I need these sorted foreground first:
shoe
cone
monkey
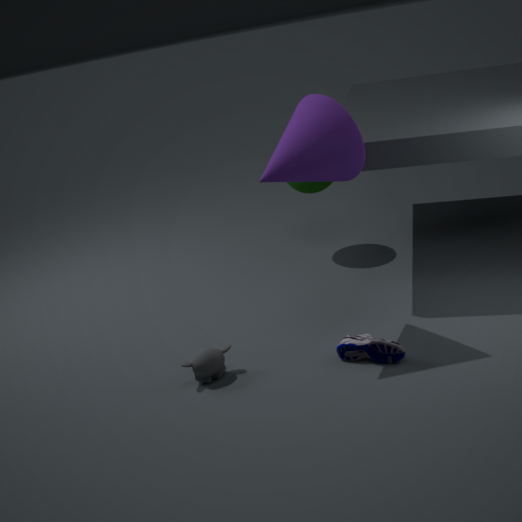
cone < shoe < monkey
